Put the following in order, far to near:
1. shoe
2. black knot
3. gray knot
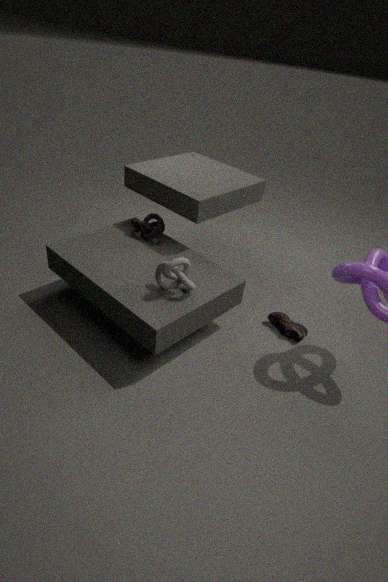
black knot, shoe, gray knot
